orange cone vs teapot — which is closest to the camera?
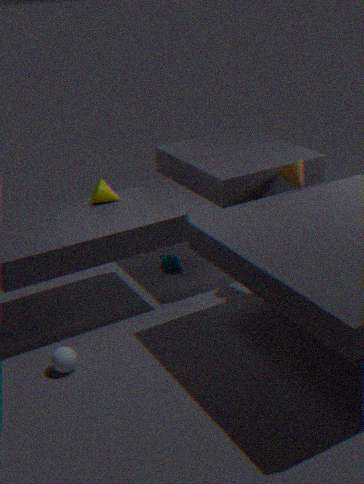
orange cone
